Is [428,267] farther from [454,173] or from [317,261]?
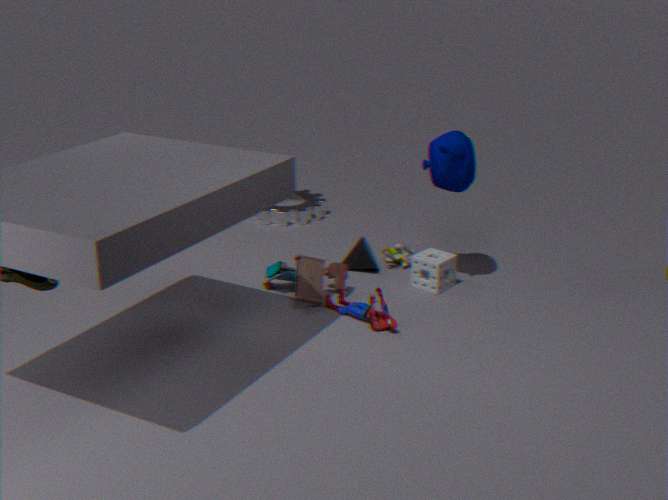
[317,261]
